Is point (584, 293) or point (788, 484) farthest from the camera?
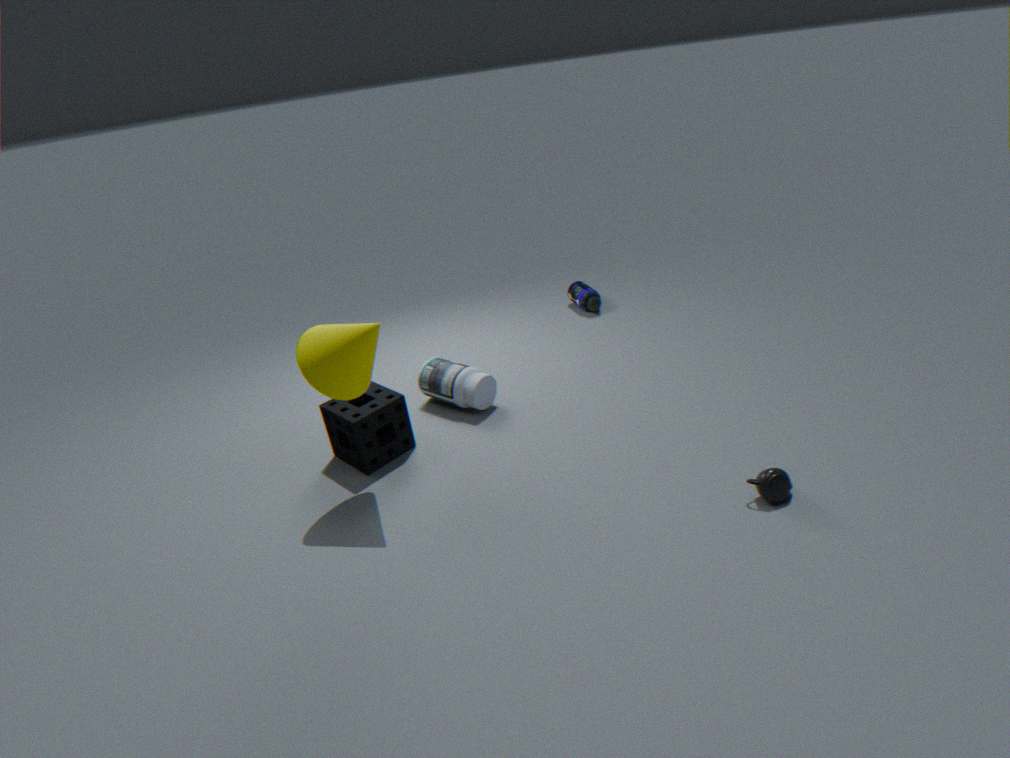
point (584, 293)
